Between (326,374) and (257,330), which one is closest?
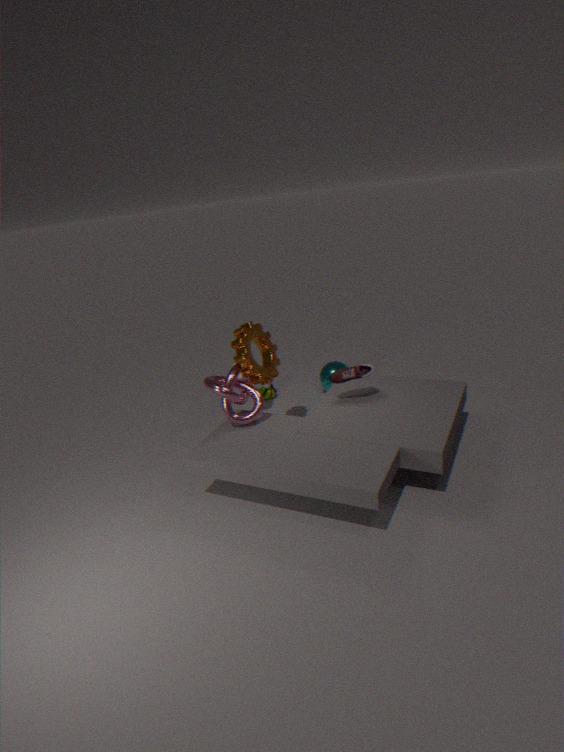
(257,330)
